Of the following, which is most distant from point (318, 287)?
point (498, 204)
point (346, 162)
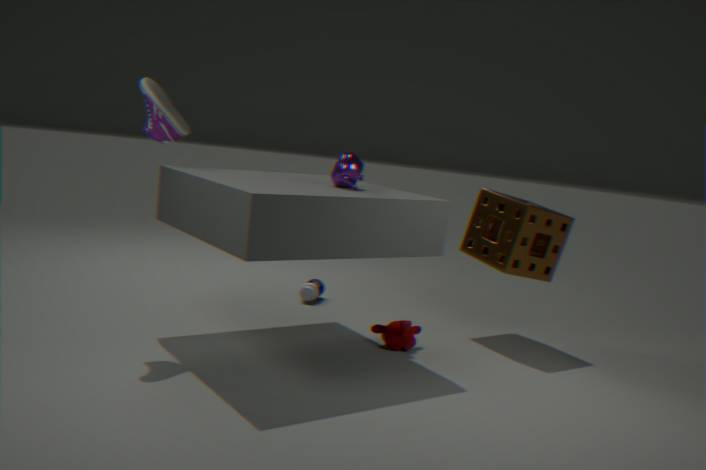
point (498, 204)
